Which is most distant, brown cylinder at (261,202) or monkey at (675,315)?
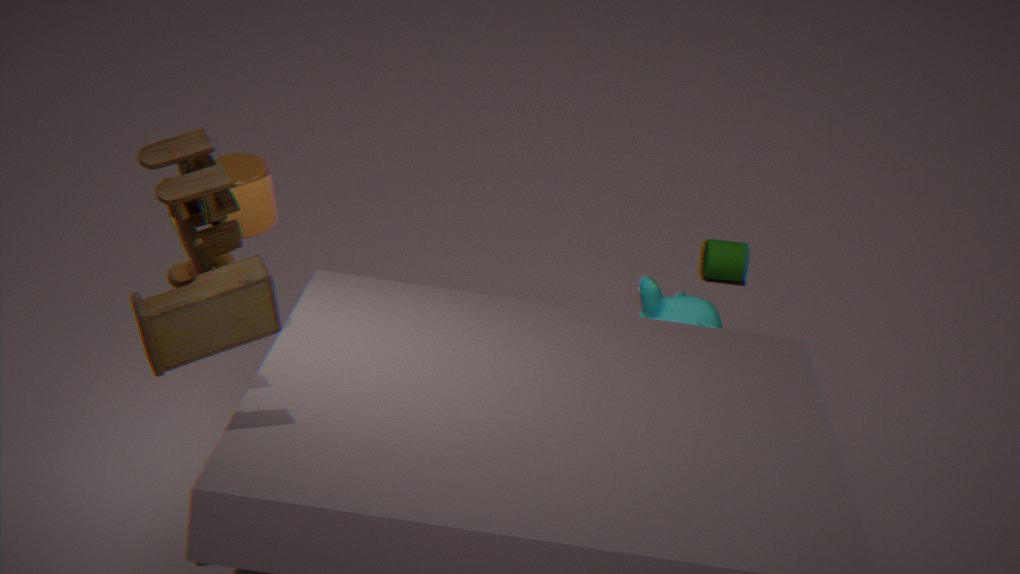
monkey at (675,315)
